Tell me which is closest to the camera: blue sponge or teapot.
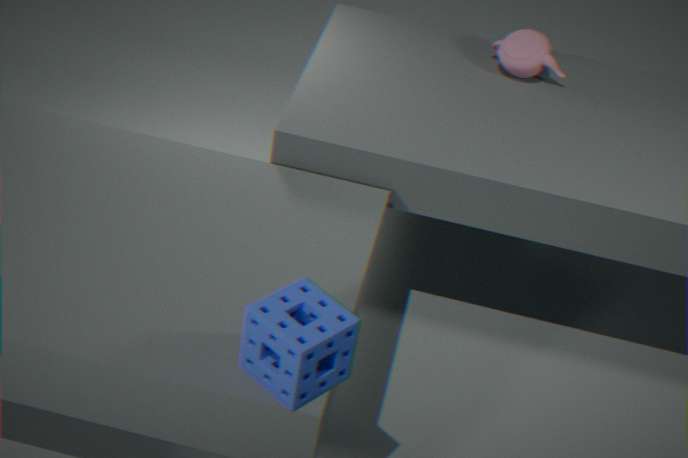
blue sponge
